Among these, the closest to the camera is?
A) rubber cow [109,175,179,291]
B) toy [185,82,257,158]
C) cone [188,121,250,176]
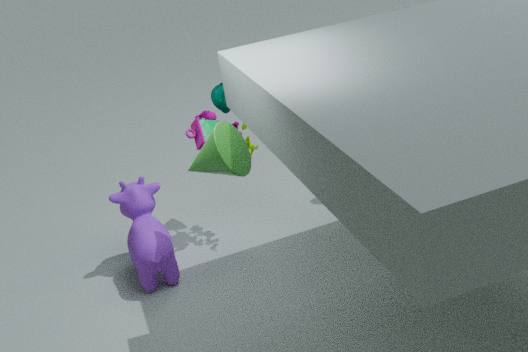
cone [188,121,250,176]
